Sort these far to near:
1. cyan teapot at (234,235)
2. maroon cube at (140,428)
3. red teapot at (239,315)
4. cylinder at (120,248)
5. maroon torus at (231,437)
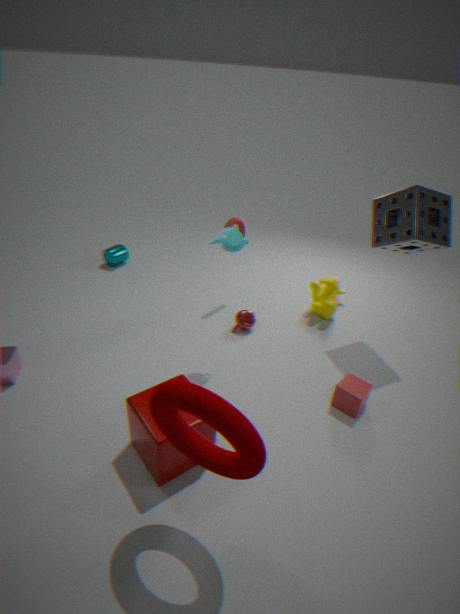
cylinder at (120,248)
red teapot at (239,315)
cyan teapot at (234,235)
maroon cube at (140,428)
maroon torus at (231,437)
